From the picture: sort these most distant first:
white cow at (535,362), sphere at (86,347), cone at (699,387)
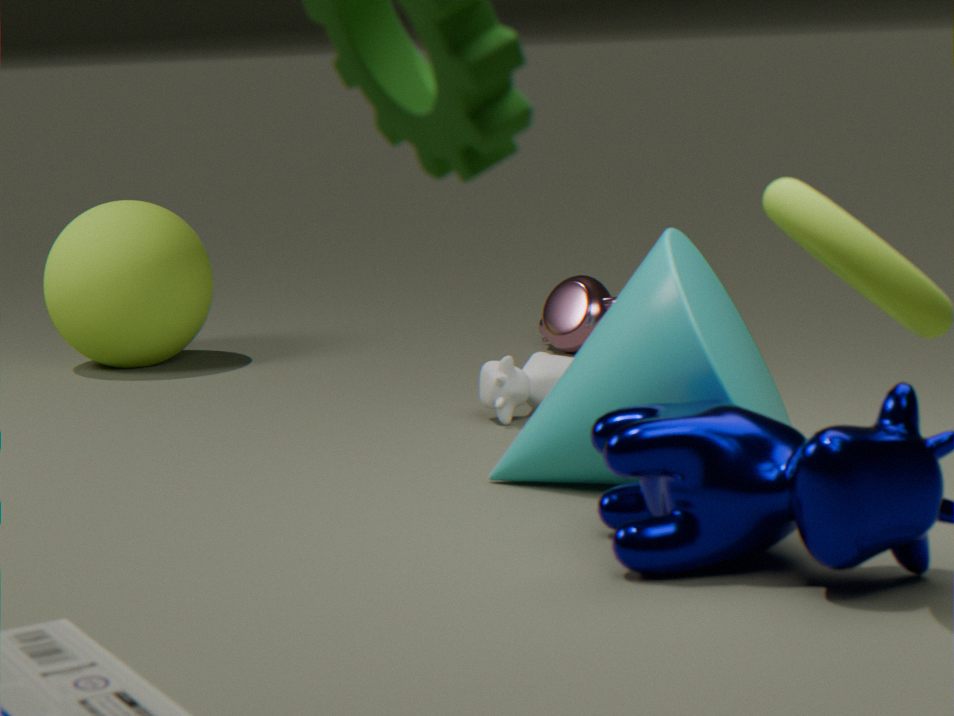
sphere at (86,347), white cow at (535,362), cone at (699,387)
